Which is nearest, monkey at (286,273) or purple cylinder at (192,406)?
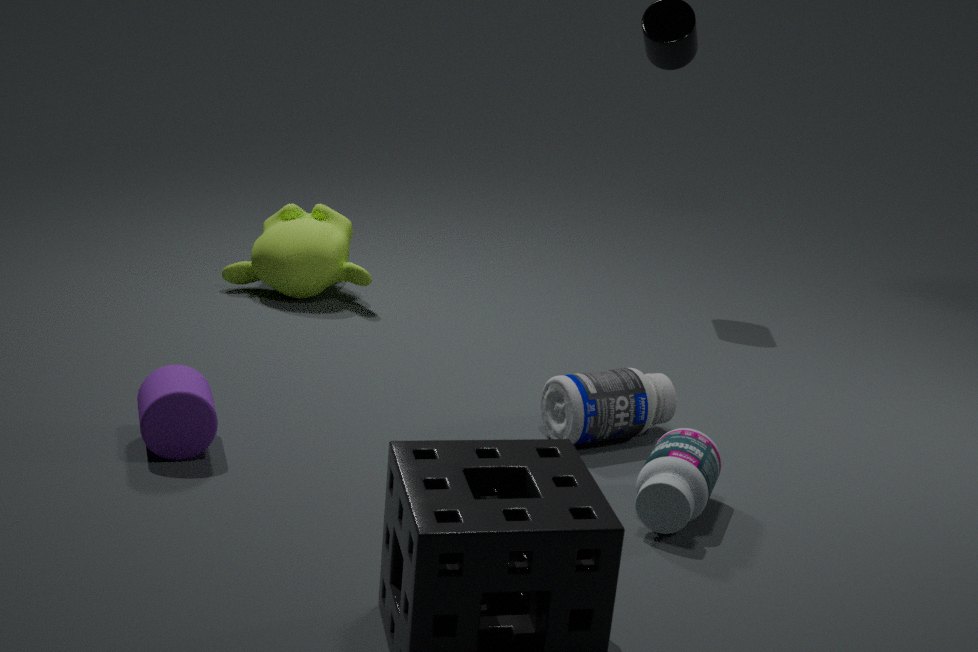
purple cylinder at (192,406)
